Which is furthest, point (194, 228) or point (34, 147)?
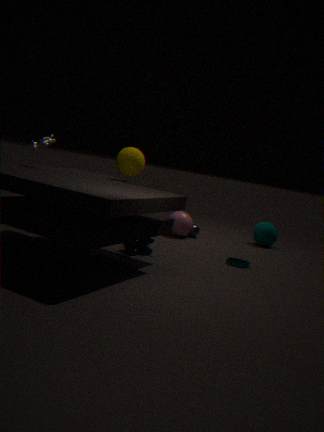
point (194, 228)
